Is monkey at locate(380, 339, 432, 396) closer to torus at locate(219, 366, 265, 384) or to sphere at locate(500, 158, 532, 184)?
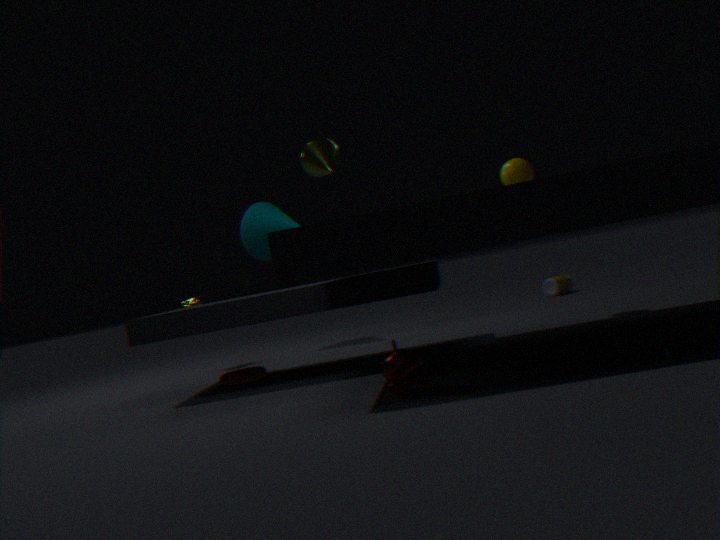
torus at locate(219, 366, 265, 384)
